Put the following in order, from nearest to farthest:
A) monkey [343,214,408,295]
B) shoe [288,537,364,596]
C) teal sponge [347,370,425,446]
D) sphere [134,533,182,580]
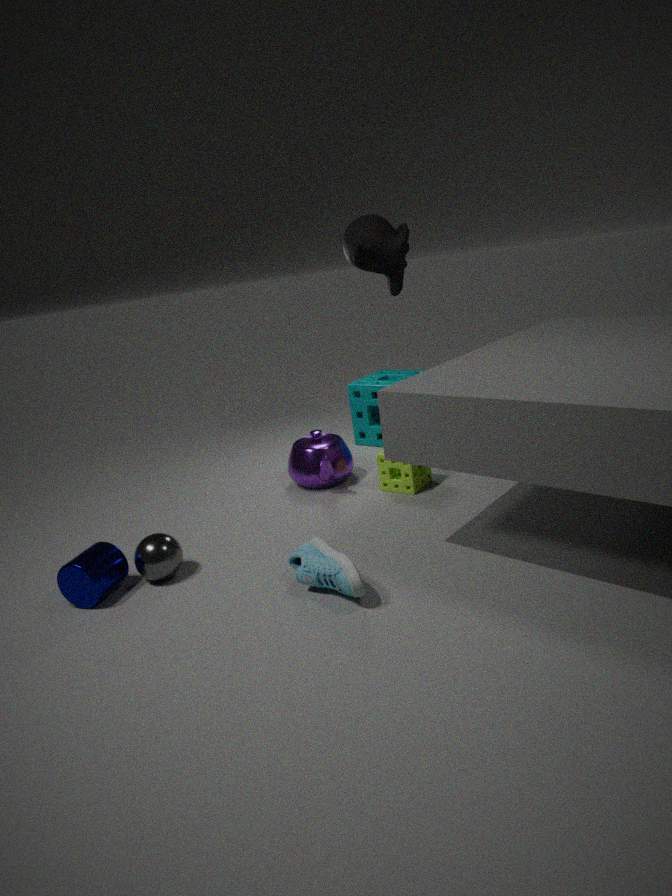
shoe [288,537,364,596] < sphere [134,533,182,580] < monkey [343,214,408,295] < teal sponge [347,370,425,446]
